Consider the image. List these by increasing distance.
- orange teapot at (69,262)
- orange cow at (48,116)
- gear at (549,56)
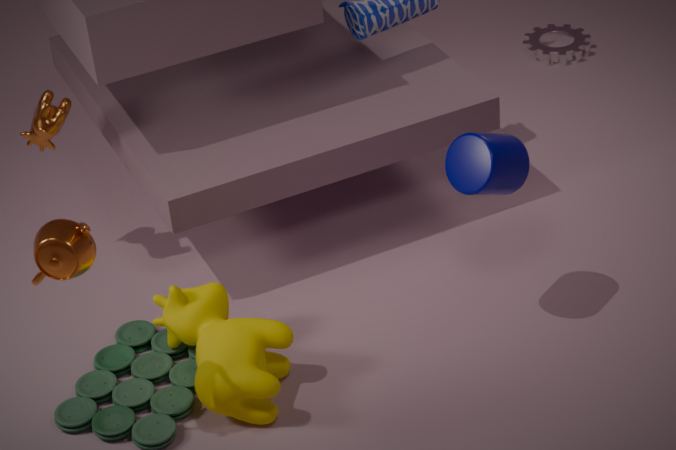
orange teapot at (69,262)
orange cow at (48,116)
gear at (549,56)
